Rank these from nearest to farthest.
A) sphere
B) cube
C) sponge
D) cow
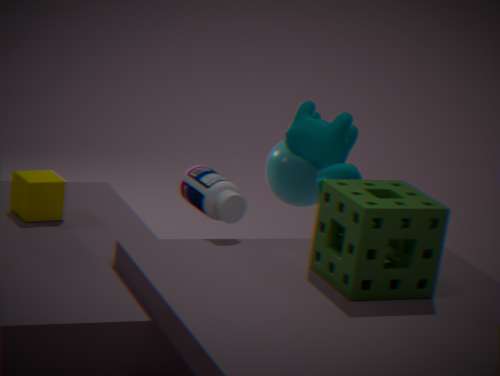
sponge < cube < cow < sphere
